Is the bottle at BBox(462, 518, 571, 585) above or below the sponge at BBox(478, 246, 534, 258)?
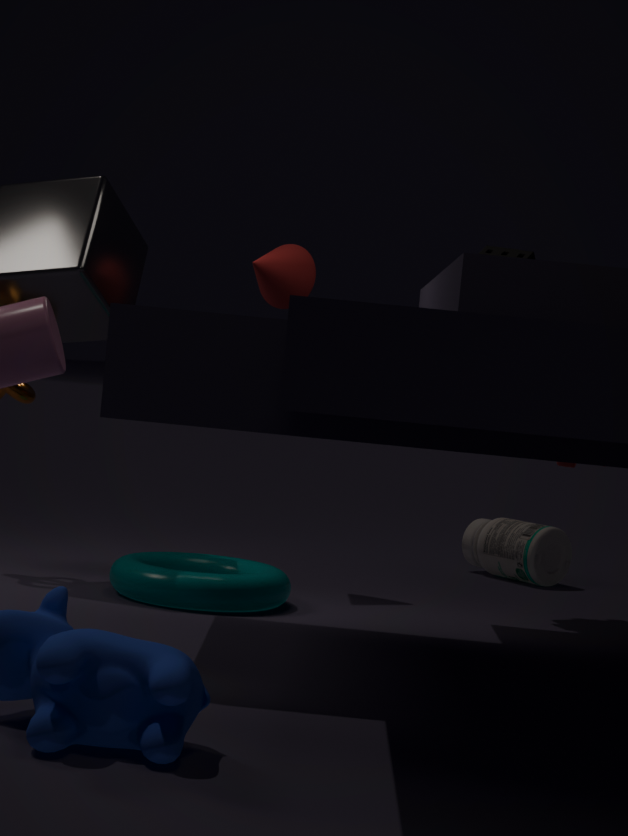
below
